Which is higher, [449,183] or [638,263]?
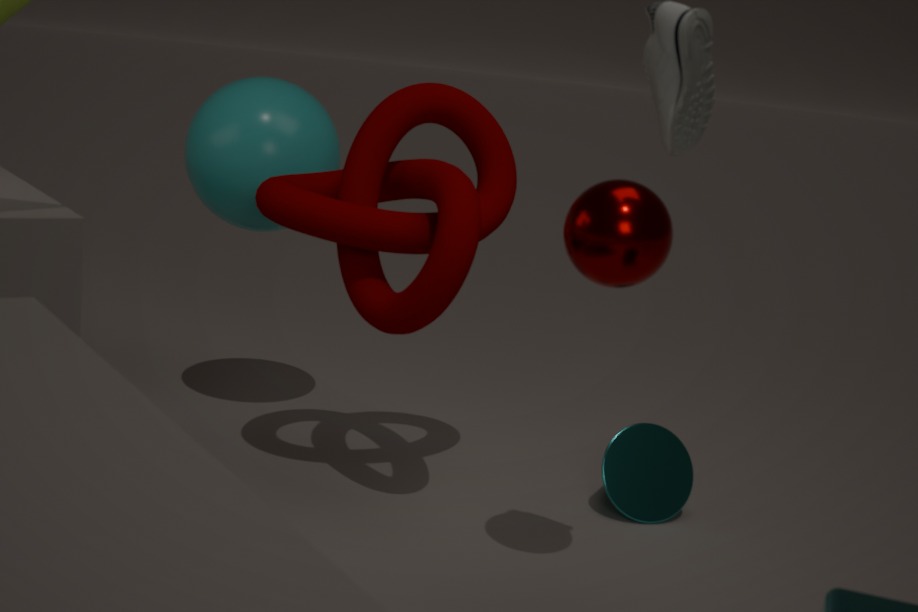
[638,263]
